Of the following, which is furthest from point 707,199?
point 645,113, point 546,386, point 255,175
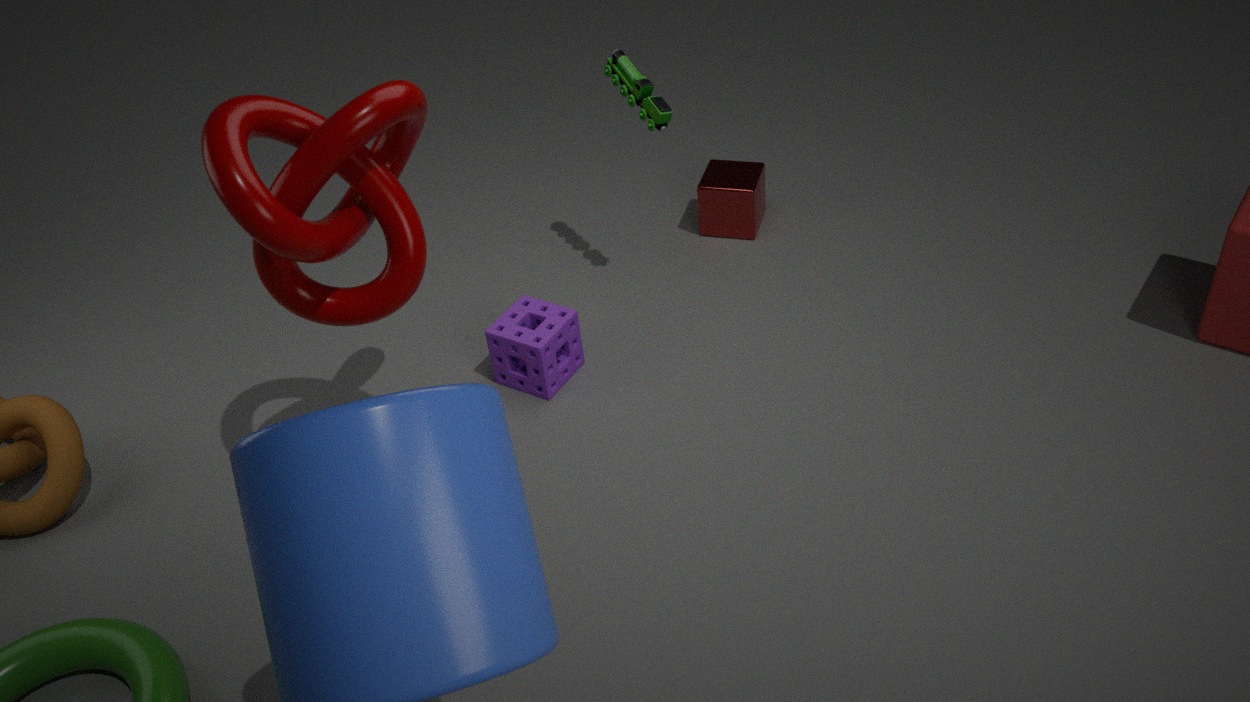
point 255,175
